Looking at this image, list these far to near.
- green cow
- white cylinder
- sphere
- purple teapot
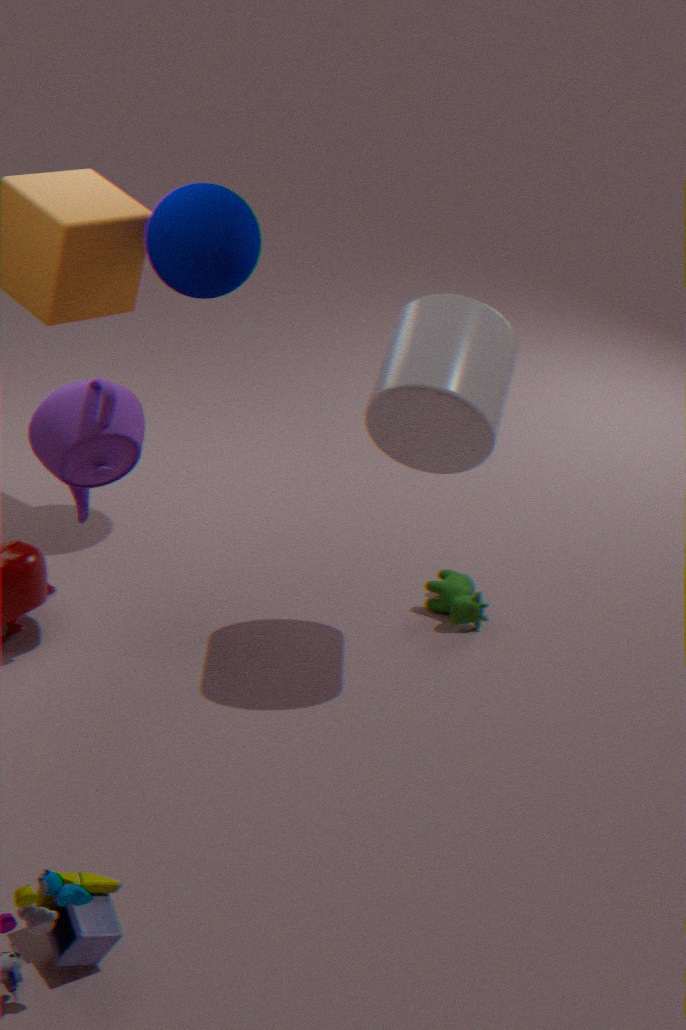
sphere → green cow → purple teapot → white cylinder
